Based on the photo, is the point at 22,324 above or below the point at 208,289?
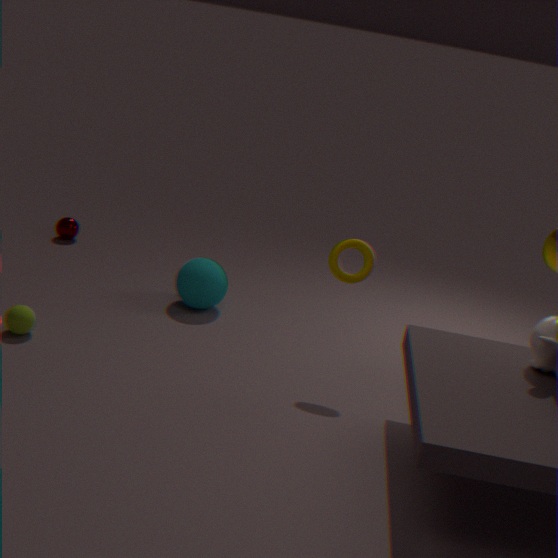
below
